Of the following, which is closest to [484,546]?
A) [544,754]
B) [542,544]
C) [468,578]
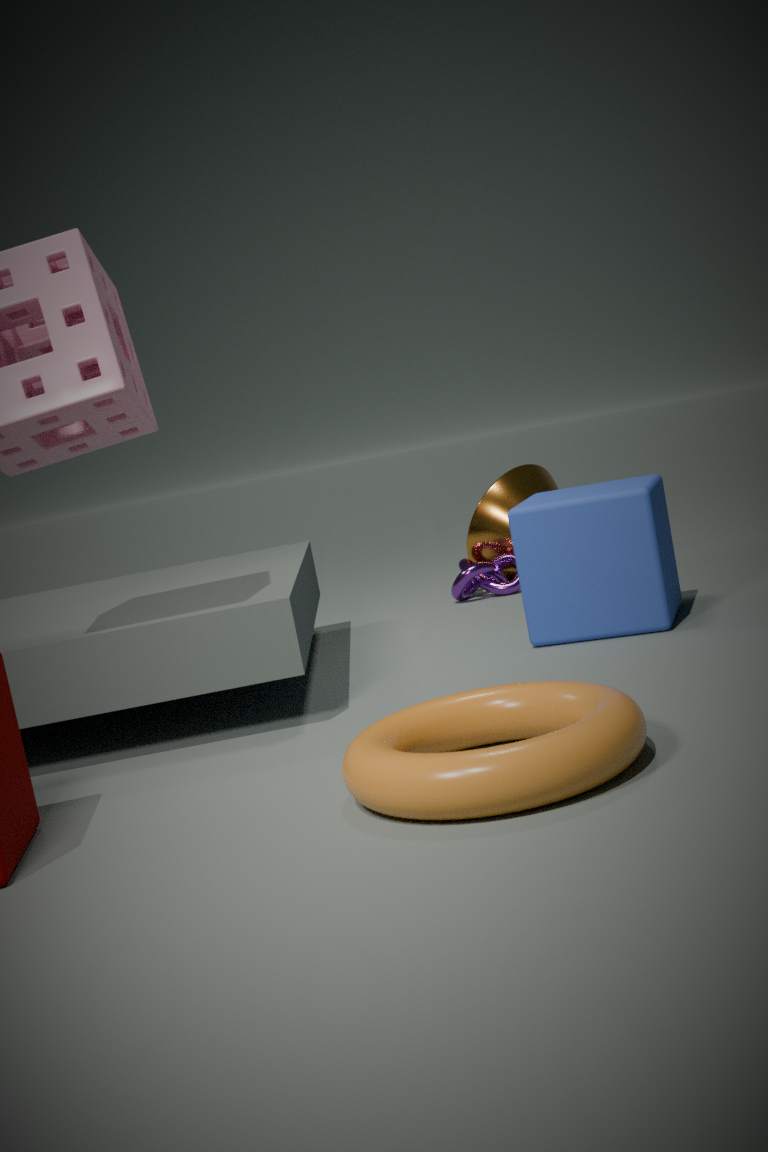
[468,578]
